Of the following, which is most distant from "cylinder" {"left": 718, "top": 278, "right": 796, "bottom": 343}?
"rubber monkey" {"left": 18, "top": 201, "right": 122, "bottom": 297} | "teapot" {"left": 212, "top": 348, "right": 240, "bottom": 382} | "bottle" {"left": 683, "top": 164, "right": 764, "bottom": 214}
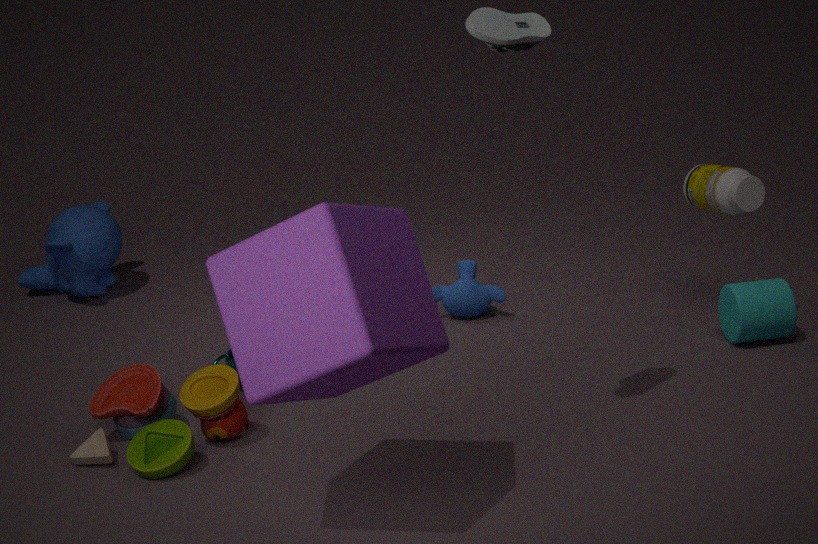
"rubber monkey" {"left": 18, "top": 201, "right": 122, "bottom": 297}
